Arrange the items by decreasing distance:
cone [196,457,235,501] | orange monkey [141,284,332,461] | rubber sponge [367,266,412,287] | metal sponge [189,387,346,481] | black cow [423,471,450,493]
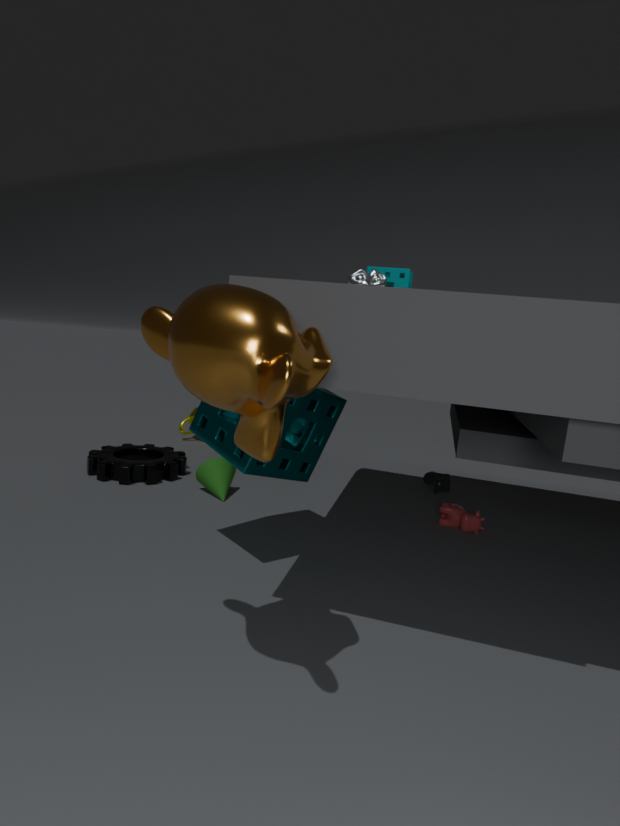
black cow [423,471,450,493]
cone [196,457,235,501]
rubber sponge [367,266,412,287]
metal sponge [189,387,346,481]
orange monkey [141,284,332,461]
